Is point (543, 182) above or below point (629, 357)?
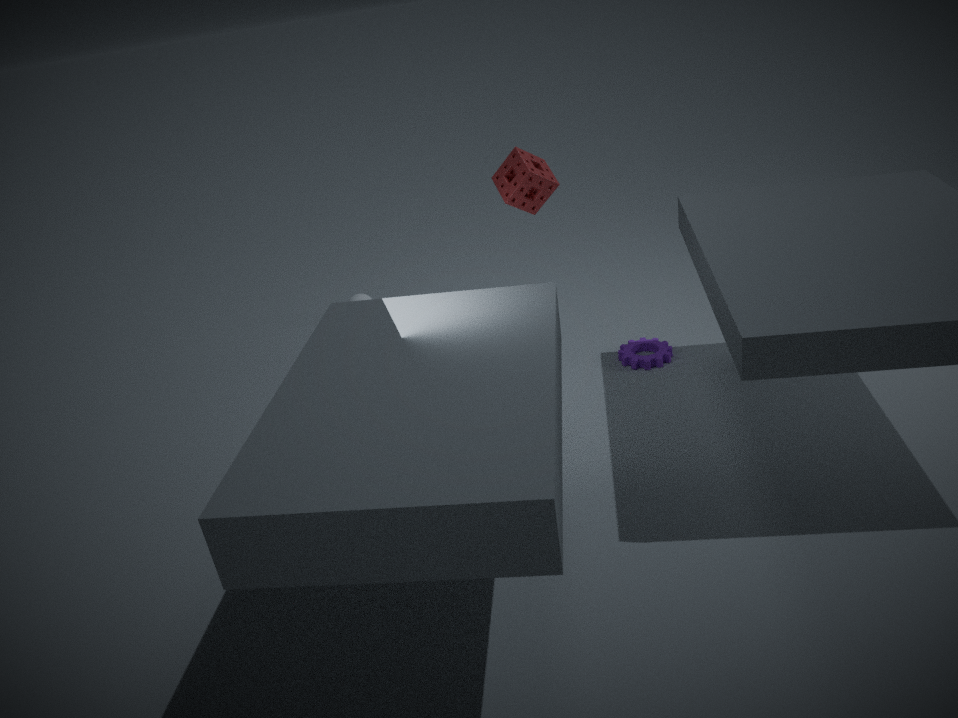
above
